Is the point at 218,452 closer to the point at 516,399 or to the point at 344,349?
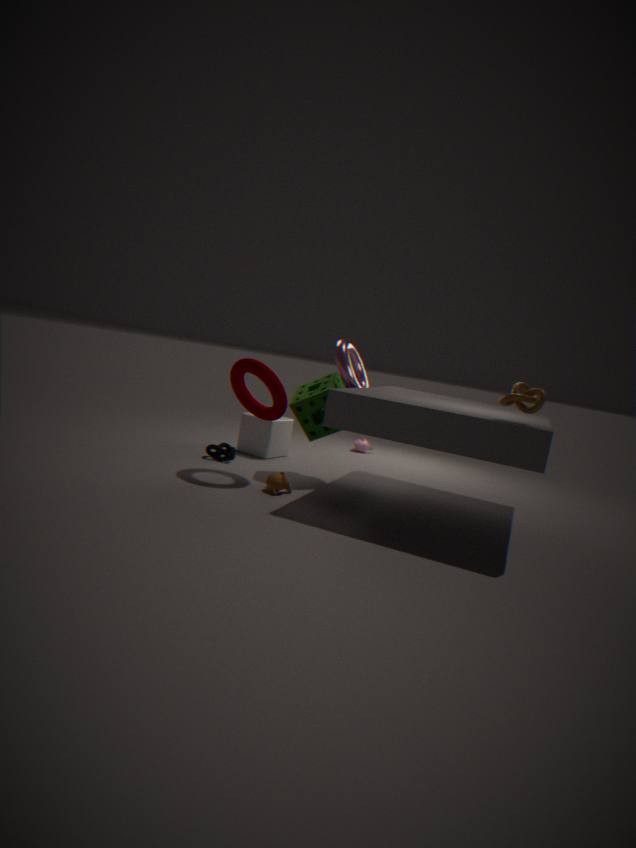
the point at 344,349
